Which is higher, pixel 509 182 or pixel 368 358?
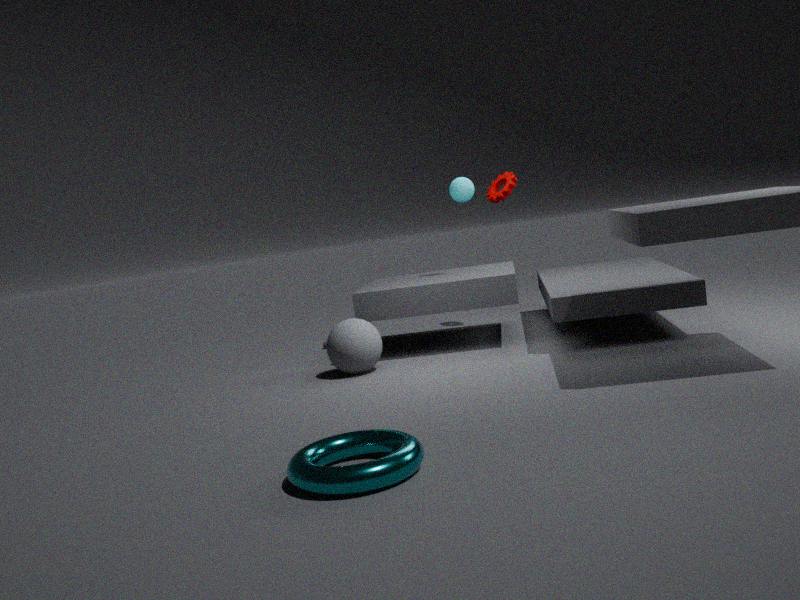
pixel 509 182
